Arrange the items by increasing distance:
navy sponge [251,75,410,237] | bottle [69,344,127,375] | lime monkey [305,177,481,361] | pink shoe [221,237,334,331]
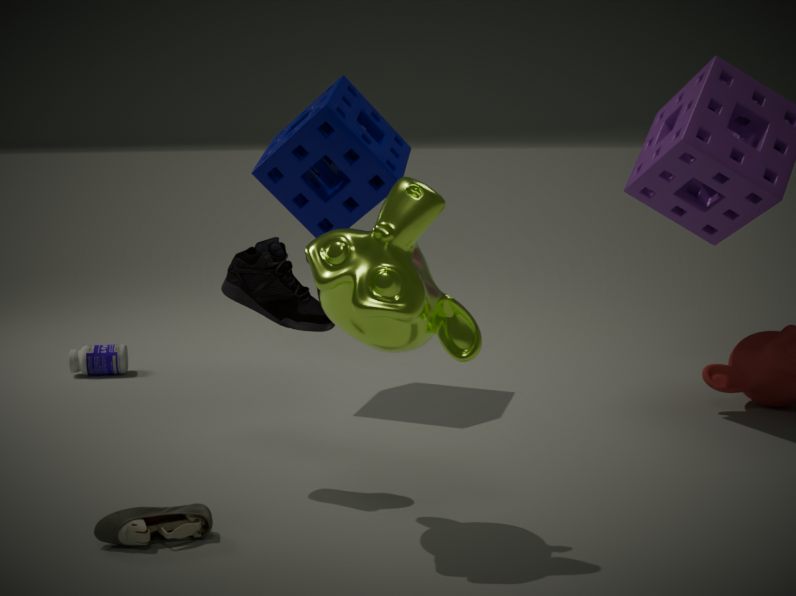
lime monkey [305,177,481,361], pink shoe [221,237,334,331], navy sponge [251,75,410,237], bottle [69,344,127,375]
